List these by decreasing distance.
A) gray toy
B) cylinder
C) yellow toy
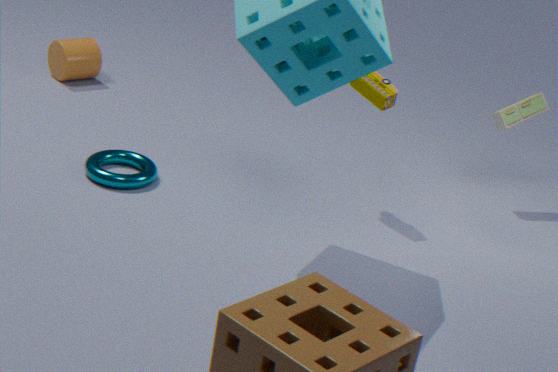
1. cylinder
2. gray toy
3. yellow toy
